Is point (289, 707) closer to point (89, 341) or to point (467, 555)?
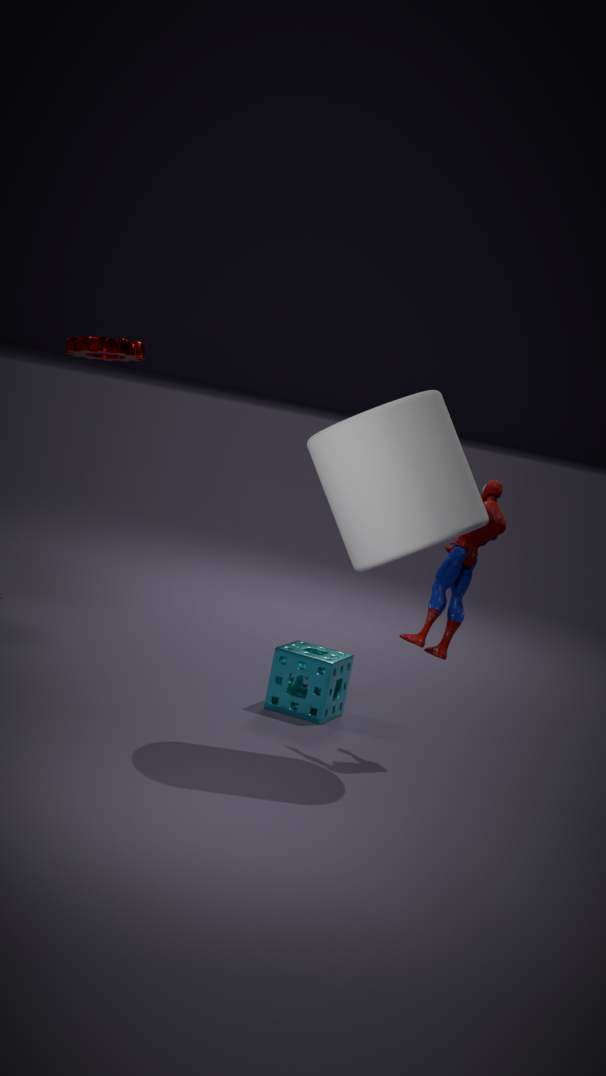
point (467, 555)
